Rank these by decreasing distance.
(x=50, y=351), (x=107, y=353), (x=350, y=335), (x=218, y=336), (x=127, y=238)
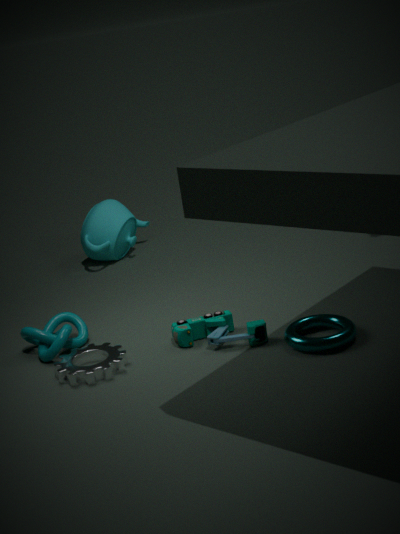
1. (x=127, y=238)
2. (x=50, y=351)
3. (x=107, y=353)
4. (x=218, y=336)
5. (x=350, y=335)
